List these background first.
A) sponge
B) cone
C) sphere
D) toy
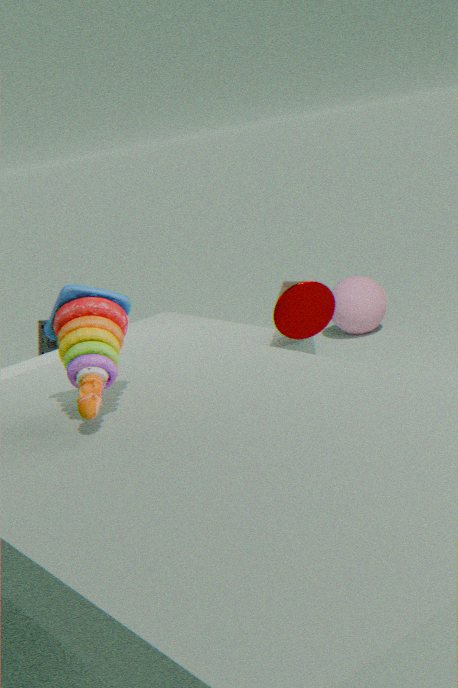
1. sphere
2. sponge
3. cone
4. toy
